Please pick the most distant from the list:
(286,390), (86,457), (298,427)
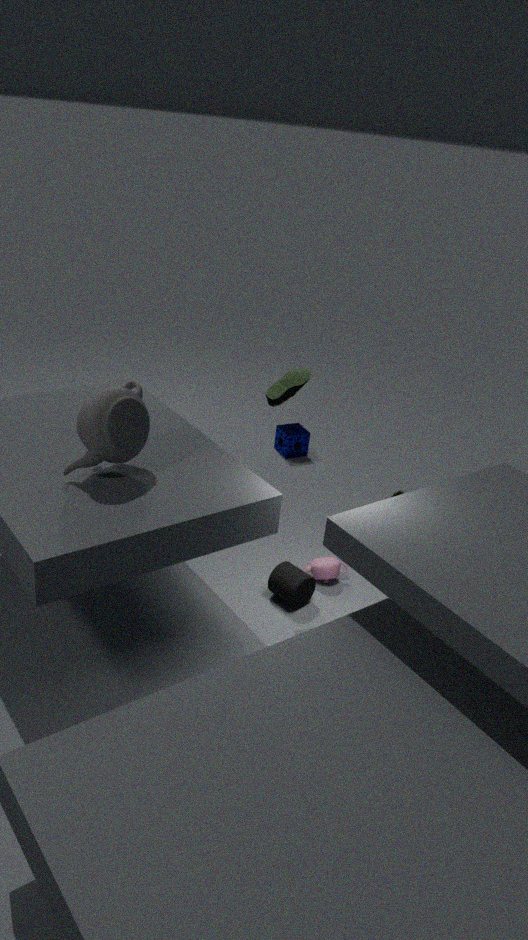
(298,427)
